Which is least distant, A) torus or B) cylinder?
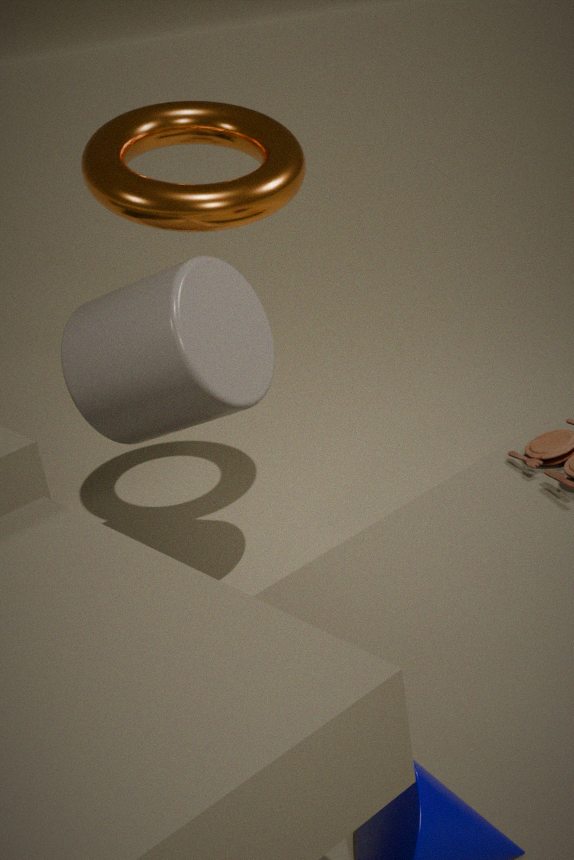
B. cylinder
